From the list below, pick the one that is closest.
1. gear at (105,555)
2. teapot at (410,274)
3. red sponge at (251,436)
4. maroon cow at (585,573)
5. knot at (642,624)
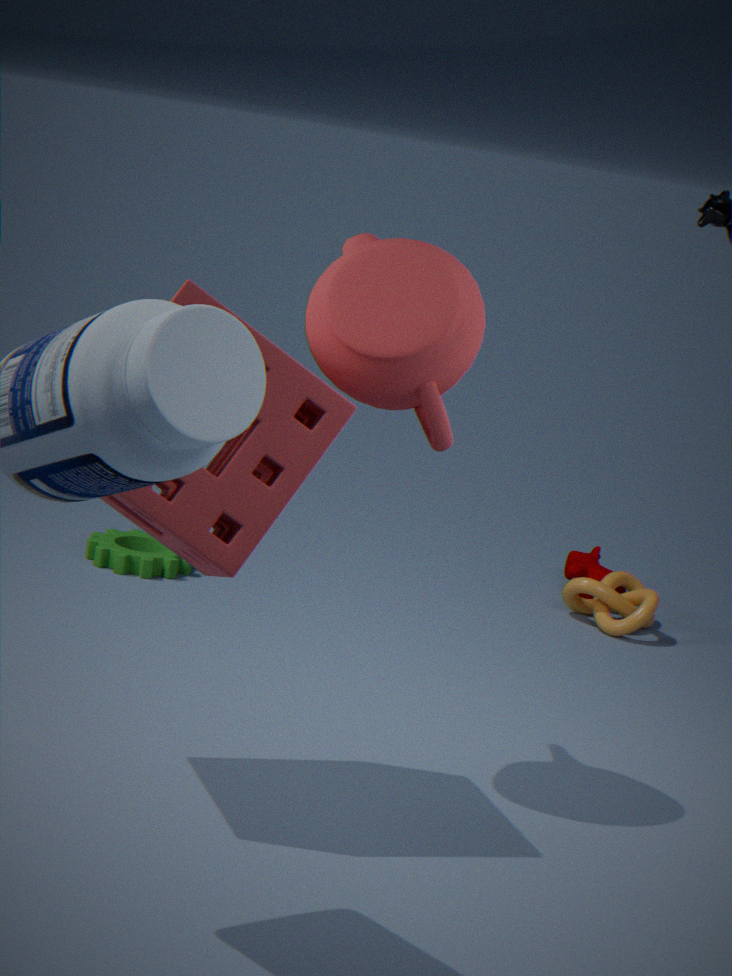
red sponge at (251,436)
